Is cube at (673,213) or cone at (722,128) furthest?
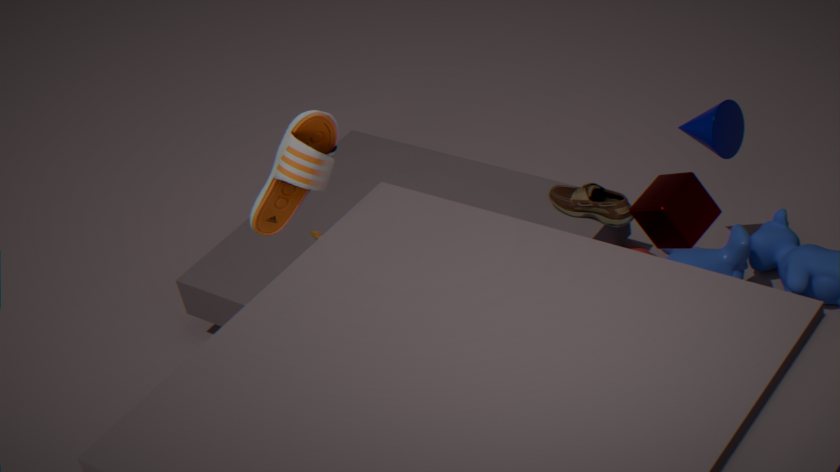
cone at (722,128)
